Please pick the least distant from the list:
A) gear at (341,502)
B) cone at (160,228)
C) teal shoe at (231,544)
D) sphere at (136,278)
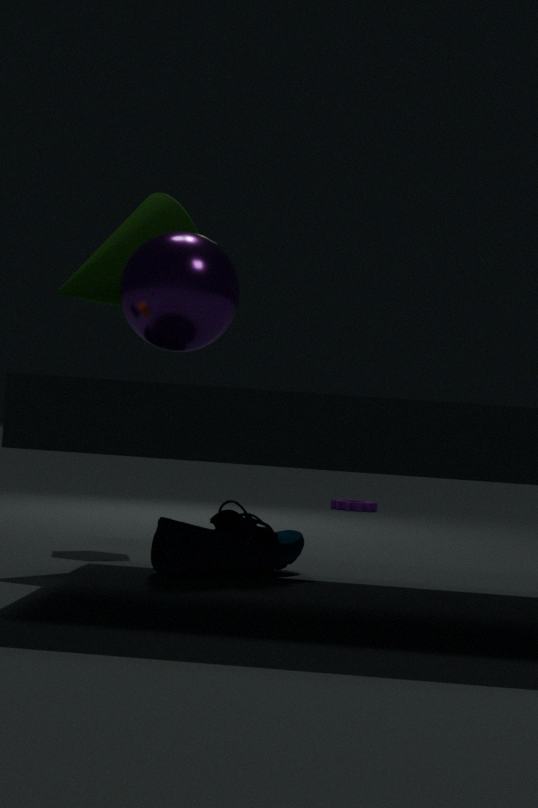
sphere at (136,278)
